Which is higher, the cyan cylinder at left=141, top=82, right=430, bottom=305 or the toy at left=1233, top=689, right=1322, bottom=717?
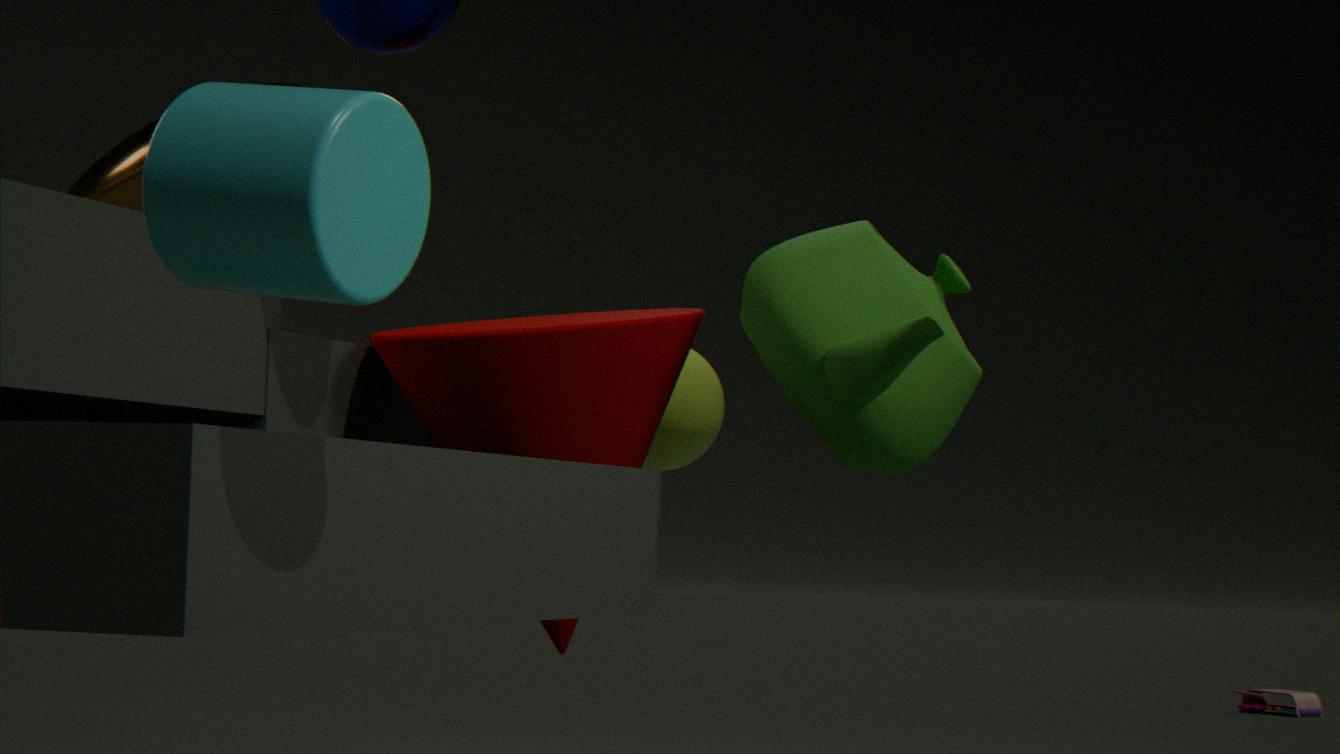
the cyan cylinder at left=141, top=82, right=430, bottom=305
